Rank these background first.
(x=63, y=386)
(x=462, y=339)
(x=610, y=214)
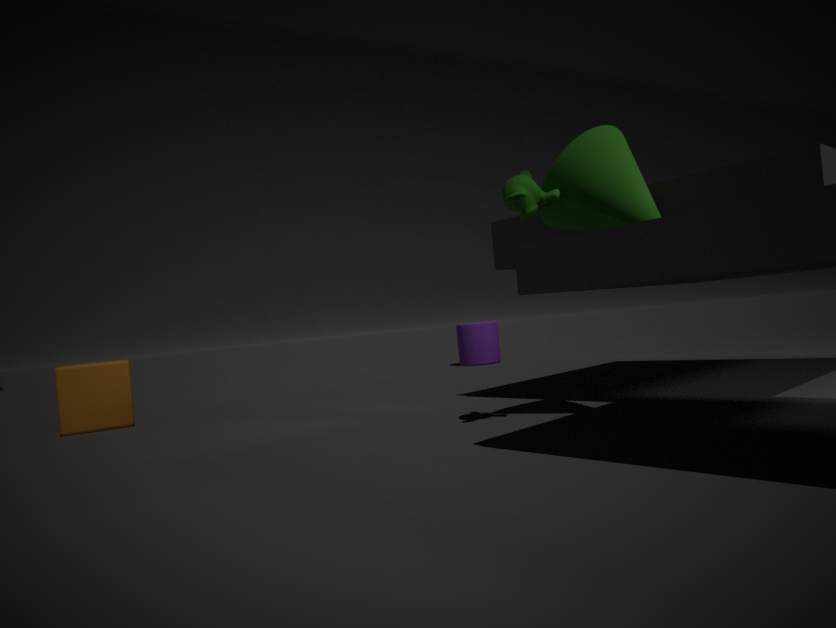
(x=462, y=339), (x=63, y=386), (x=610, y=214)
